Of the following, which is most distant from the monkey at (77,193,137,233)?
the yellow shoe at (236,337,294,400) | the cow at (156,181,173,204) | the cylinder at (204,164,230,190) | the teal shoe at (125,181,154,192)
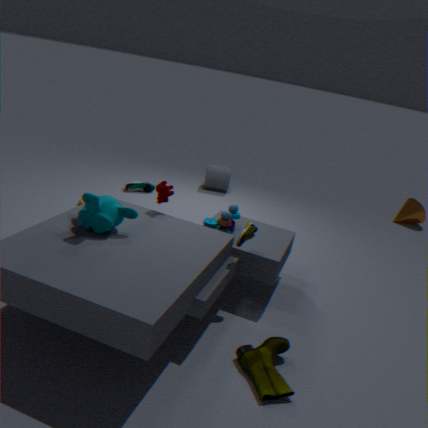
the cylinder at (204,164,230,190)
